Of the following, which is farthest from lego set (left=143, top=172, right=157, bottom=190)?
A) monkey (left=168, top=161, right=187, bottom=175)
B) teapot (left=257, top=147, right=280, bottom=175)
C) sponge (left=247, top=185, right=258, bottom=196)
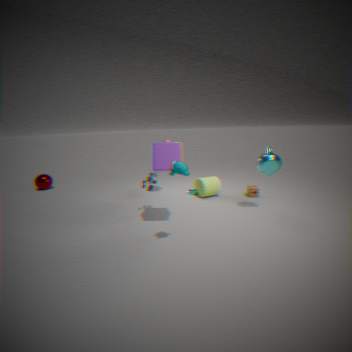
sponge (left=247, top=185, right=258, bottom=196)
